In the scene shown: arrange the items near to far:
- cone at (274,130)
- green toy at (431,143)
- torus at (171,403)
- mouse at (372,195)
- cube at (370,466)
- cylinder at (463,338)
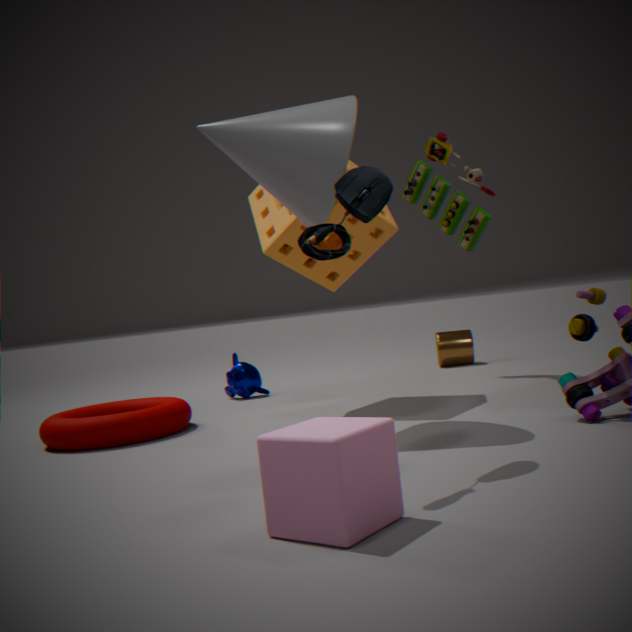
cube at (370,466) < mouse at (372,195) < cone at (274,130) < torus at (171,403) < green toy at (431,143) < cylinder at (463,338)
